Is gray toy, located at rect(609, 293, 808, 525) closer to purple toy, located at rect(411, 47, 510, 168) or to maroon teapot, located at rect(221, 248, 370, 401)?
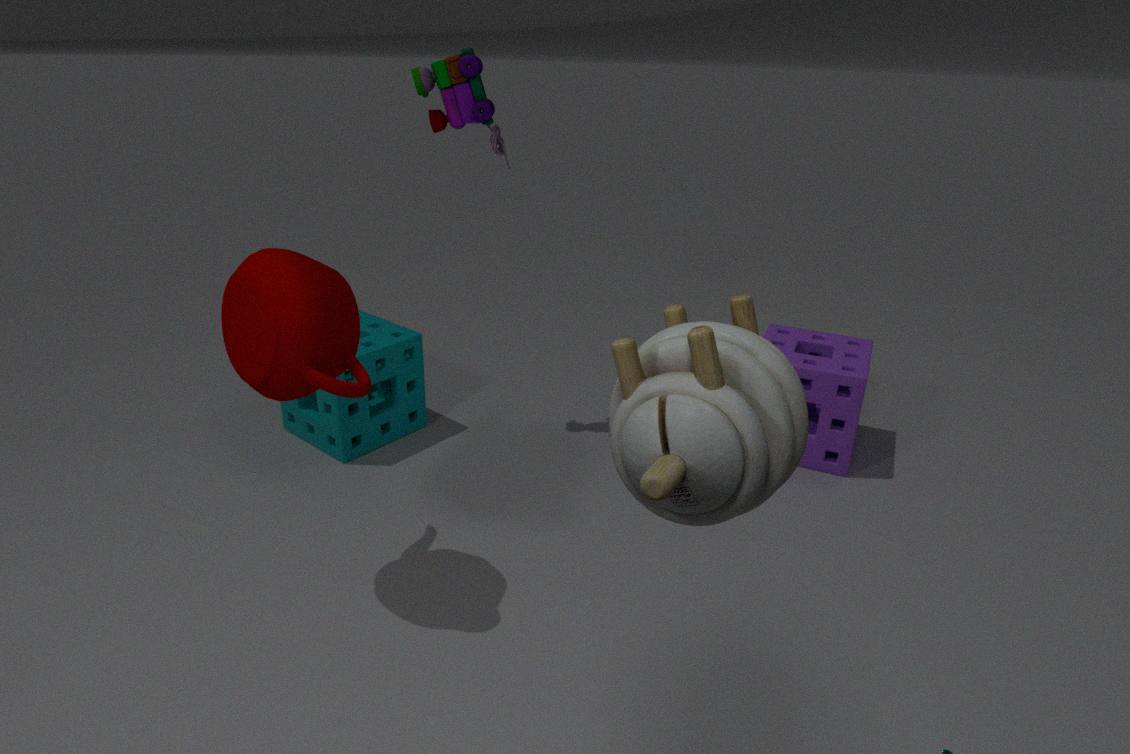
maroon teapot, located at rect(221, 248, 370, 401)
